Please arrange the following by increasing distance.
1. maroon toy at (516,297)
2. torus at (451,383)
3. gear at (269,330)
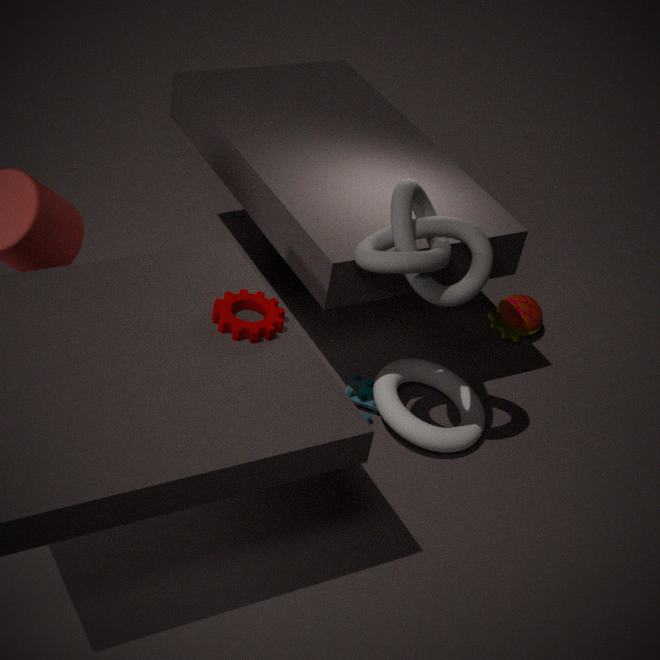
gear at (269,330) < torus at (451,383) < maroon toy at (516,297)
